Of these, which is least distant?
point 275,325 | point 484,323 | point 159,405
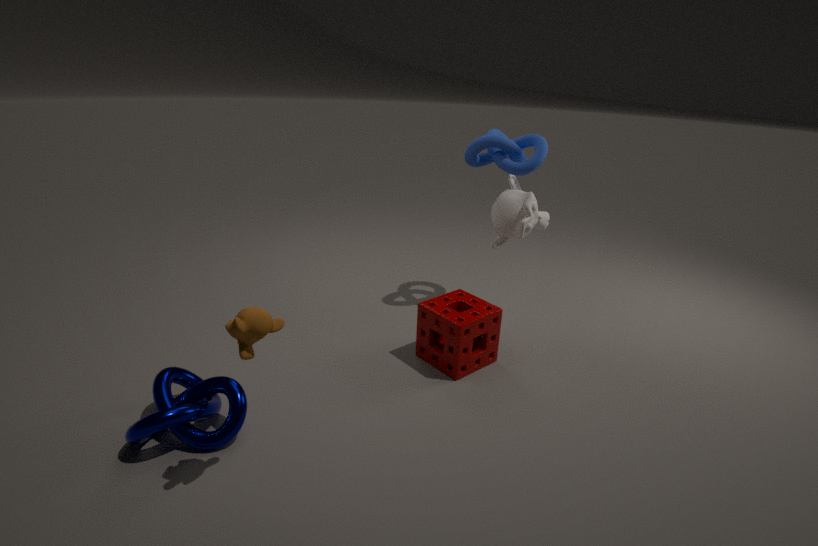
point 275,325
